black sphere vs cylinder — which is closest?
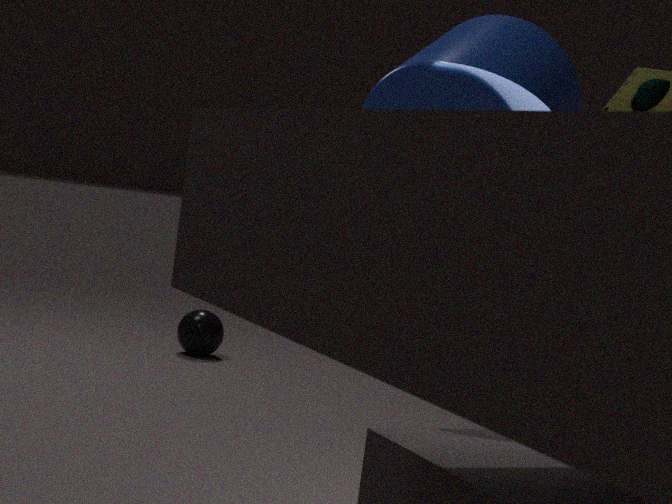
cylinder
